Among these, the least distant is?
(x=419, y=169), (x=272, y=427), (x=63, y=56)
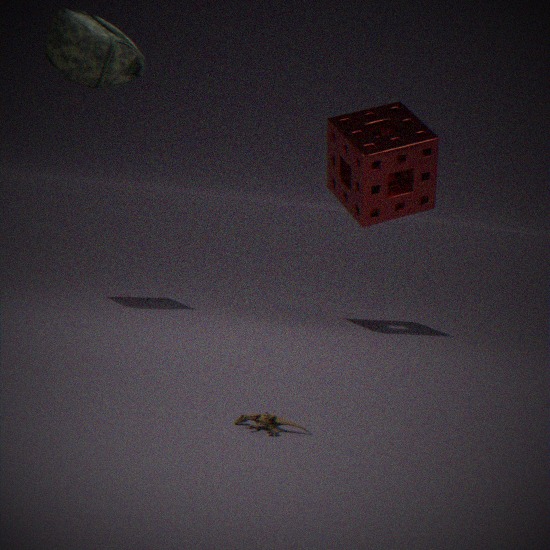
(x=272, y=427)
